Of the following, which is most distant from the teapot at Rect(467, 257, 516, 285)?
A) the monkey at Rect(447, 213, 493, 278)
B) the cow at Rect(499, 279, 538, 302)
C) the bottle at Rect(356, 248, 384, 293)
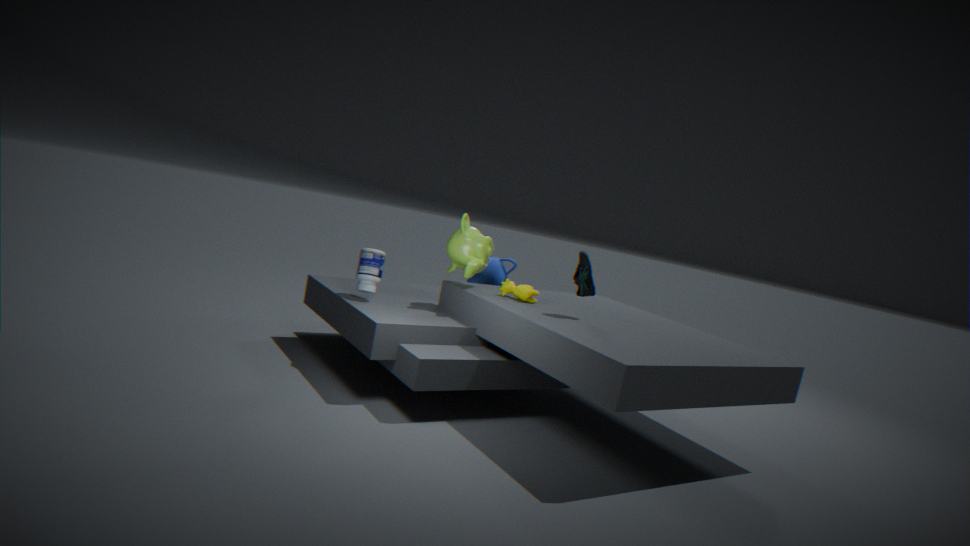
the bottle at Rect(356, 248, 384, 293)
